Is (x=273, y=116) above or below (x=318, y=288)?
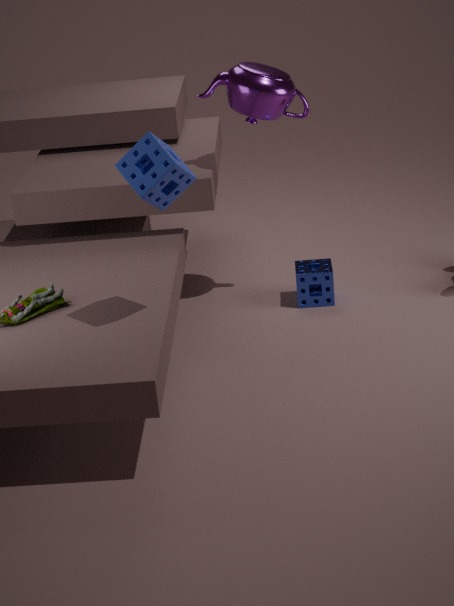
above
